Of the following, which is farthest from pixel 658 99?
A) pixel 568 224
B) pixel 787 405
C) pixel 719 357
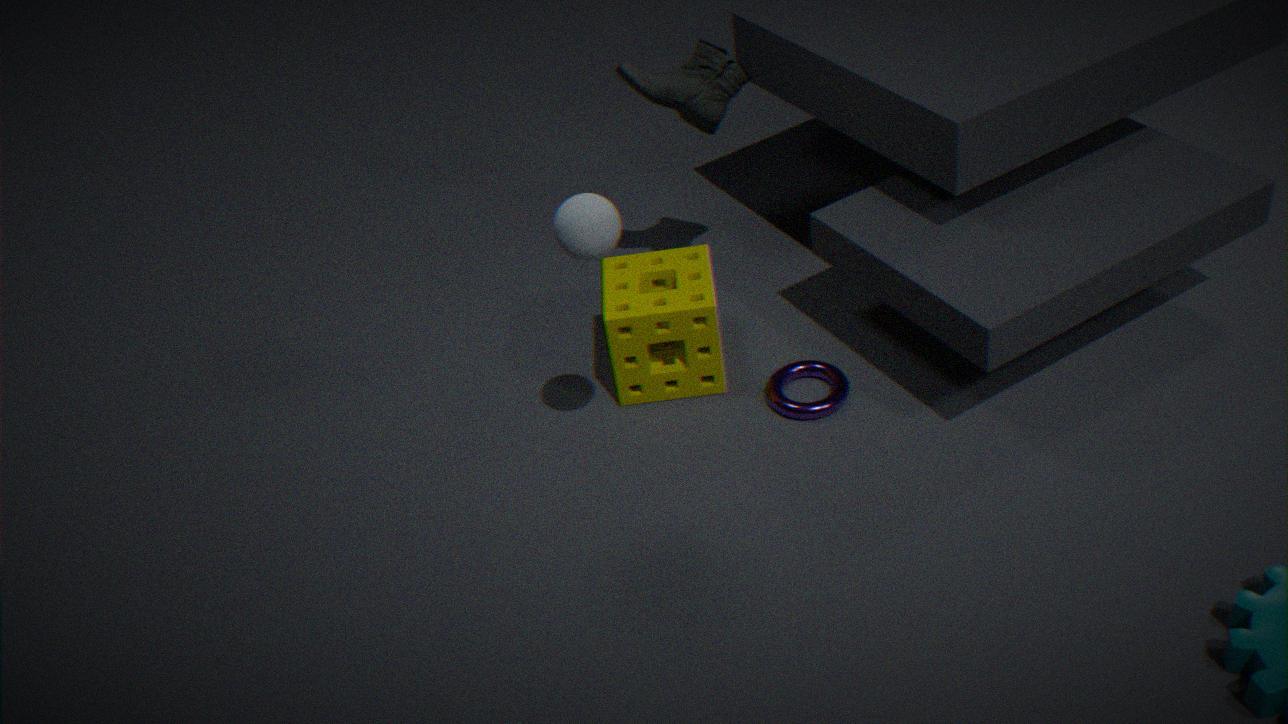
pixel 787 405
